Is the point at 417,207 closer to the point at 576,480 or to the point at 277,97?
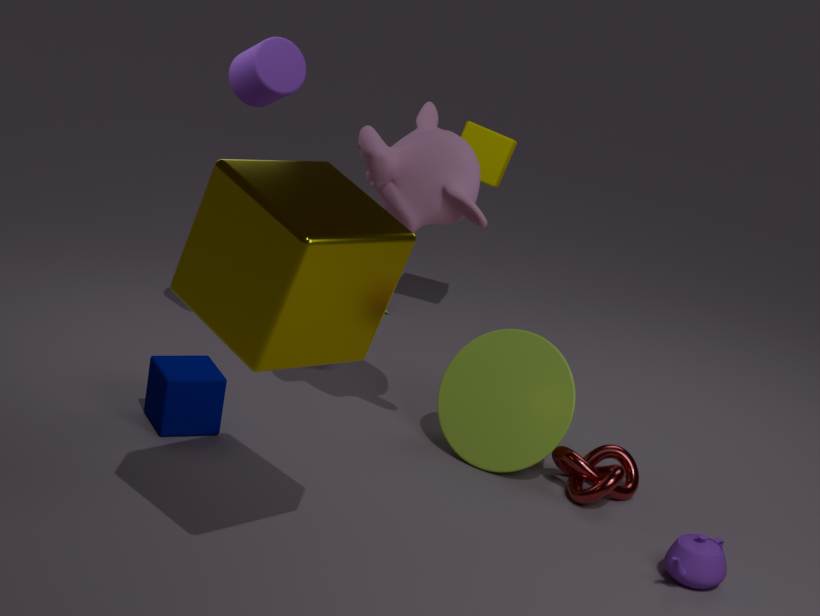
the point at 277,97
